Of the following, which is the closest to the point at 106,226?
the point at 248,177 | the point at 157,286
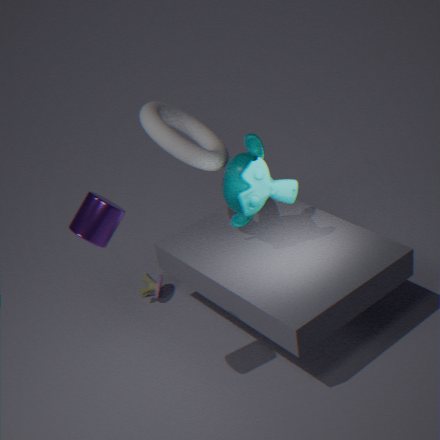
the point at 248,177
